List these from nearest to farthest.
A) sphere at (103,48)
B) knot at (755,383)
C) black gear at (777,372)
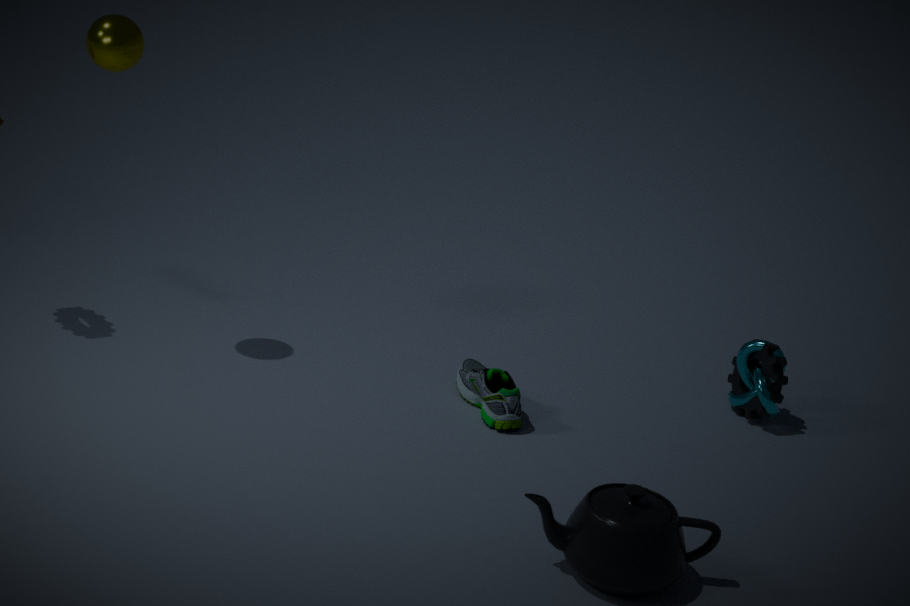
sphere at (103,48) < knot at (755,383) < black gear at (777,372)
